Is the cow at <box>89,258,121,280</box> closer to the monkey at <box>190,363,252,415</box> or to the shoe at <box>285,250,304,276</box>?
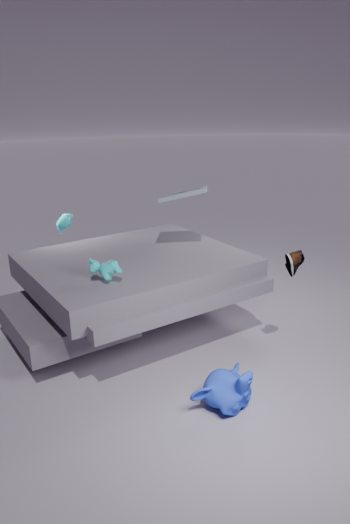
the monkey at <box>190,363,252,415</box>
